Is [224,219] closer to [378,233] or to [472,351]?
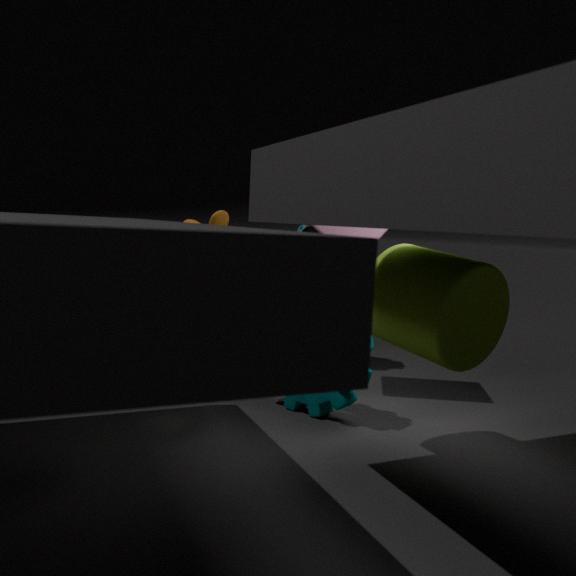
[378,233]
